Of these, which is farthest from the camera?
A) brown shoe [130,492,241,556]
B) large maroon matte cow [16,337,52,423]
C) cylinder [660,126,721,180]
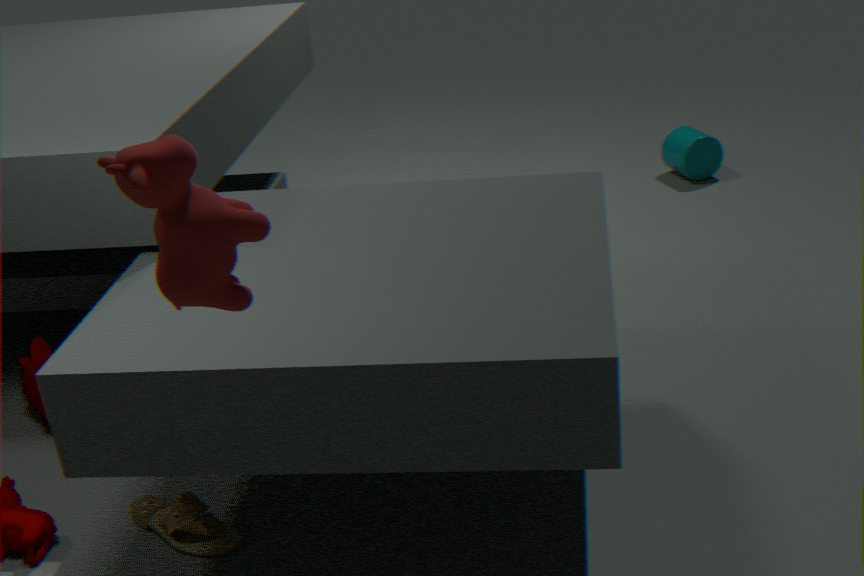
cylinder [660,126,721,180]
